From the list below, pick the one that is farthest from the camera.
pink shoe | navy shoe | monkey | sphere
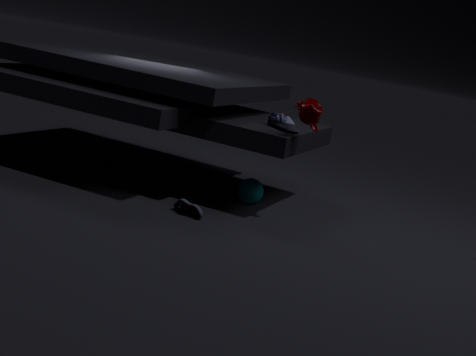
sphere
